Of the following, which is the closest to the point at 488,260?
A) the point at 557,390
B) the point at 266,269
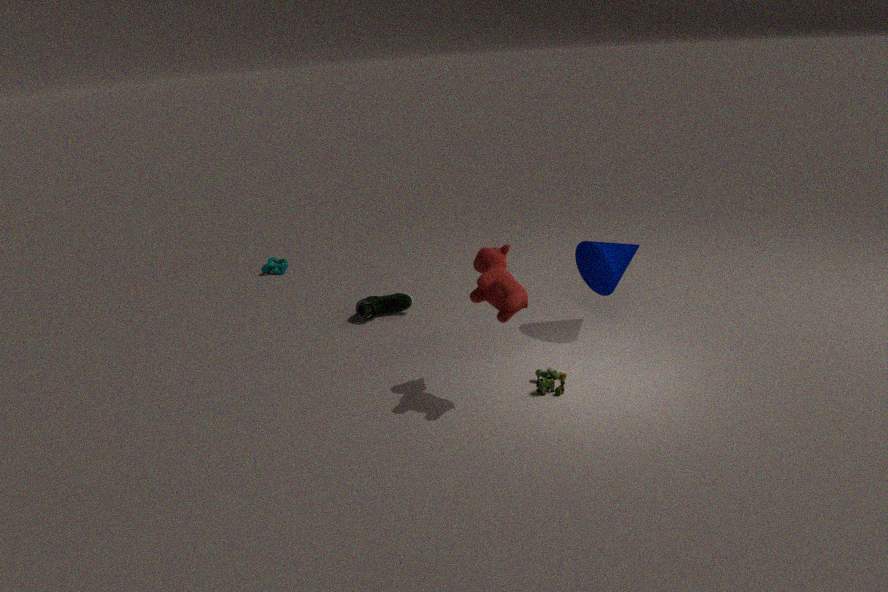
the point at 557,390
